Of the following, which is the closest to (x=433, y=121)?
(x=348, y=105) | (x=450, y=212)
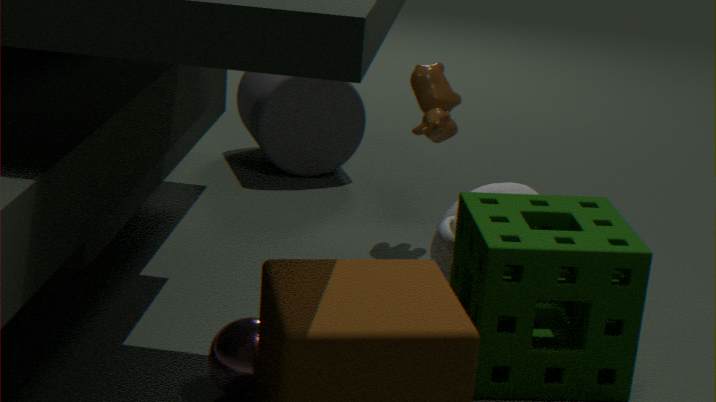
(x=450, y=212)
